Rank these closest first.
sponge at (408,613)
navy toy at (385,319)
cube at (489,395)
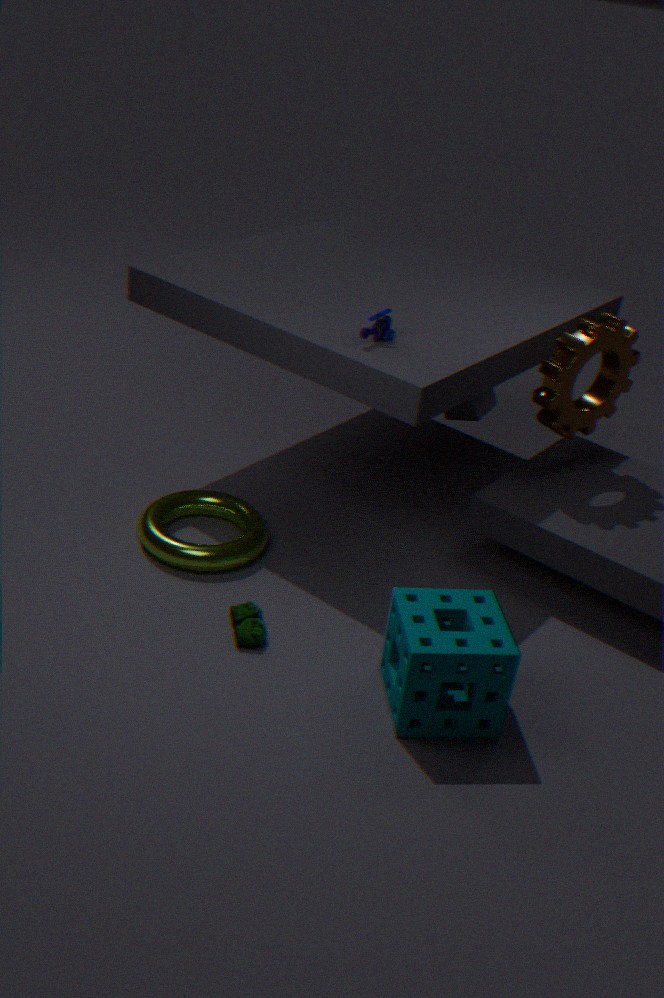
sponge at (408,613) < navy toy at (385,319) < cube at (489,395)
